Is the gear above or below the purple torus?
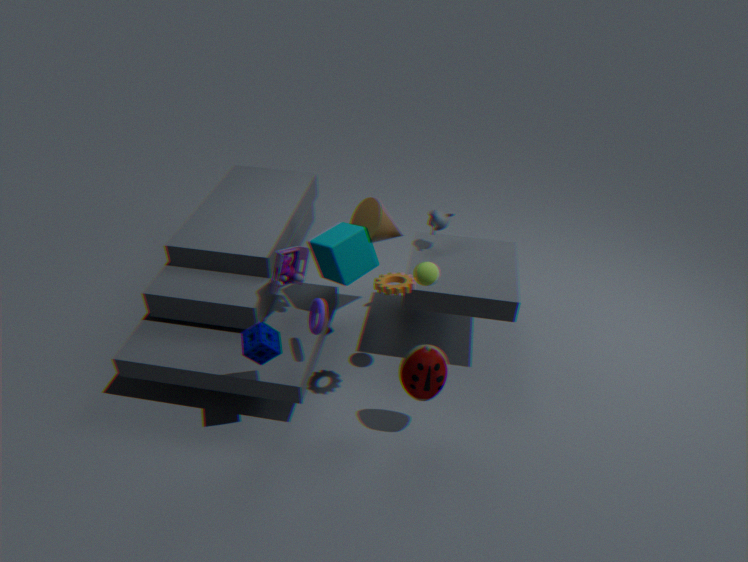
above
